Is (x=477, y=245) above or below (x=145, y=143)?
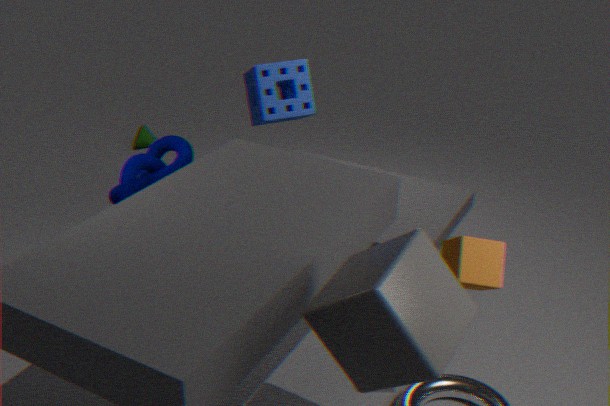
above
